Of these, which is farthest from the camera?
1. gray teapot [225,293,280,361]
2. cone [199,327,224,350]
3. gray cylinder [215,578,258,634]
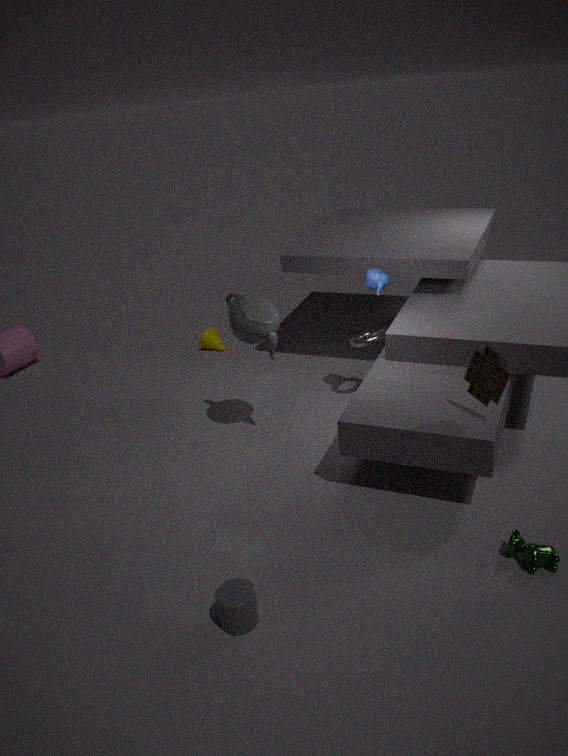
cone [199,327,224,350]
